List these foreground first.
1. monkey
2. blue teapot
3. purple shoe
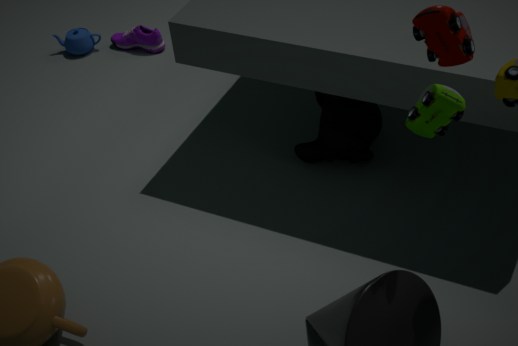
monkey
purple shoe
blue teapot
